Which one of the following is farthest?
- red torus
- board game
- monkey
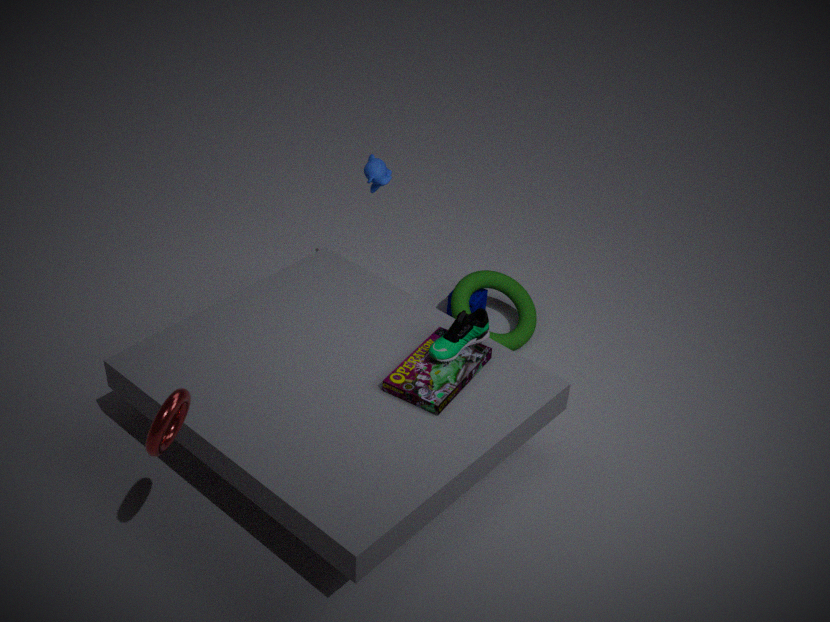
monkey
